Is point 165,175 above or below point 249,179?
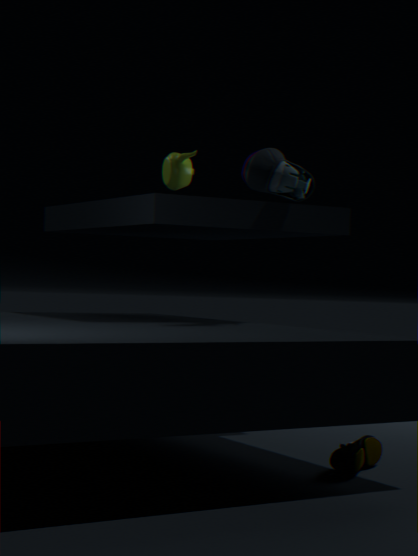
above
